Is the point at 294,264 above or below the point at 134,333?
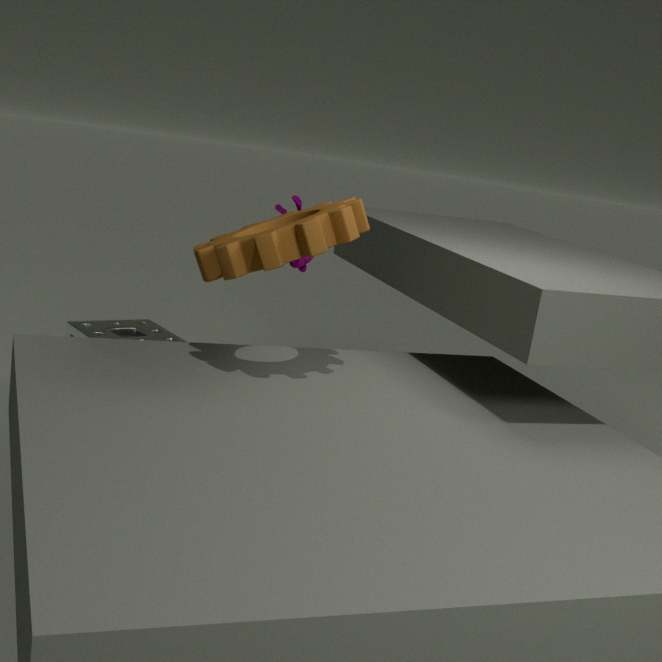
above
